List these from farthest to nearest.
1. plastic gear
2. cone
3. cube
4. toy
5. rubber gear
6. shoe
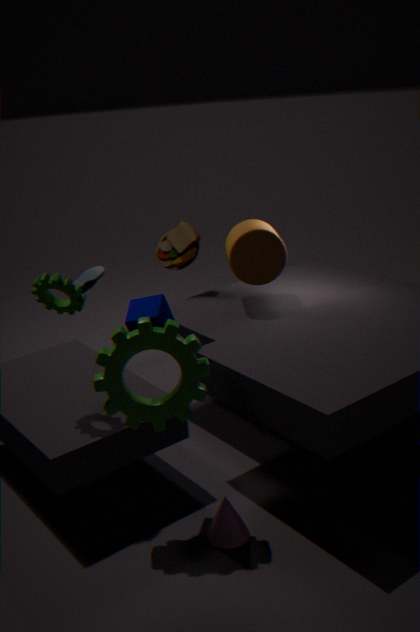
toy < shoe < rubber gear < cube < cone < plastic gear
